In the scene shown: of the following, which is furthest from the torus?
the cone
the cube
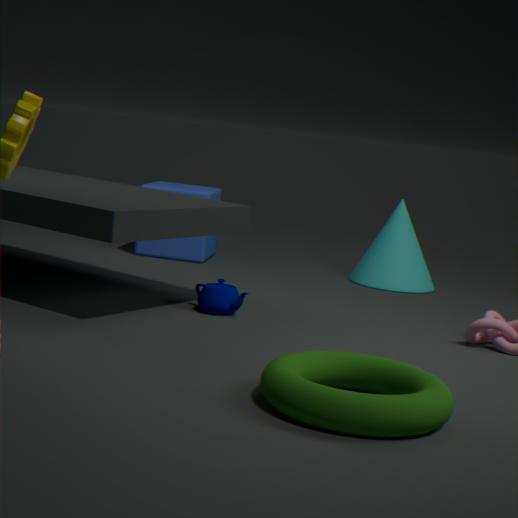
the cube
